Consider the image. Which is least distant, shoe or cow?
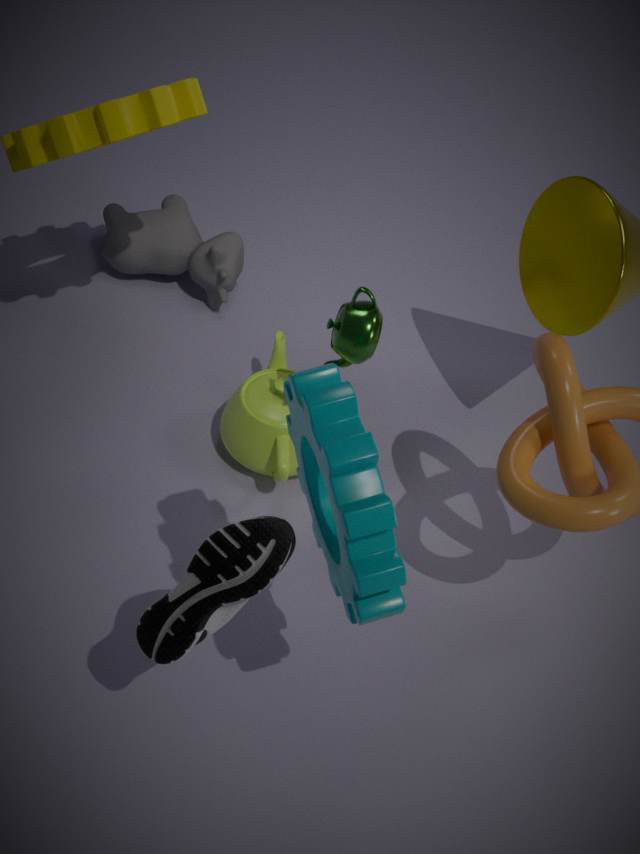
shoe
